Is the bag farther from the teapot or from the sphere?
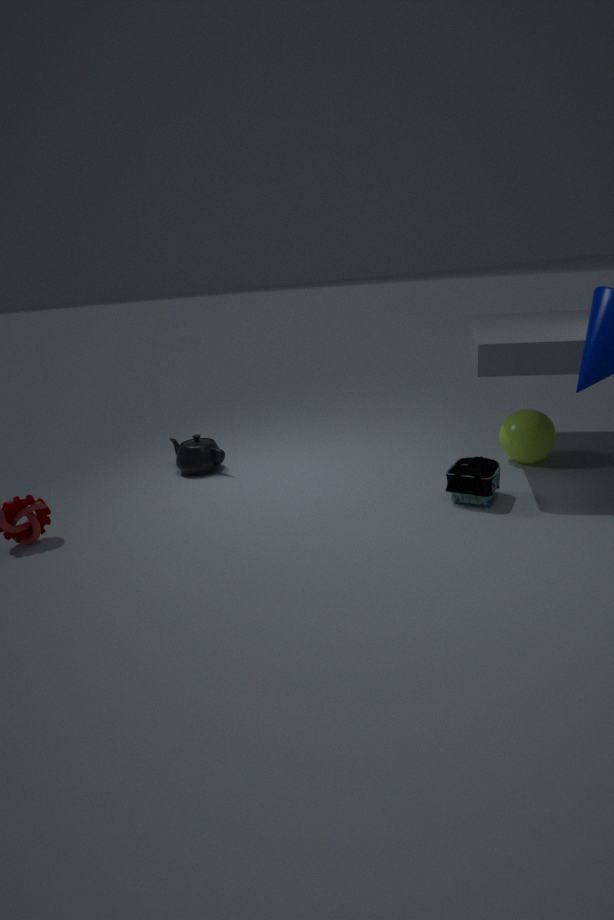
the teapot
